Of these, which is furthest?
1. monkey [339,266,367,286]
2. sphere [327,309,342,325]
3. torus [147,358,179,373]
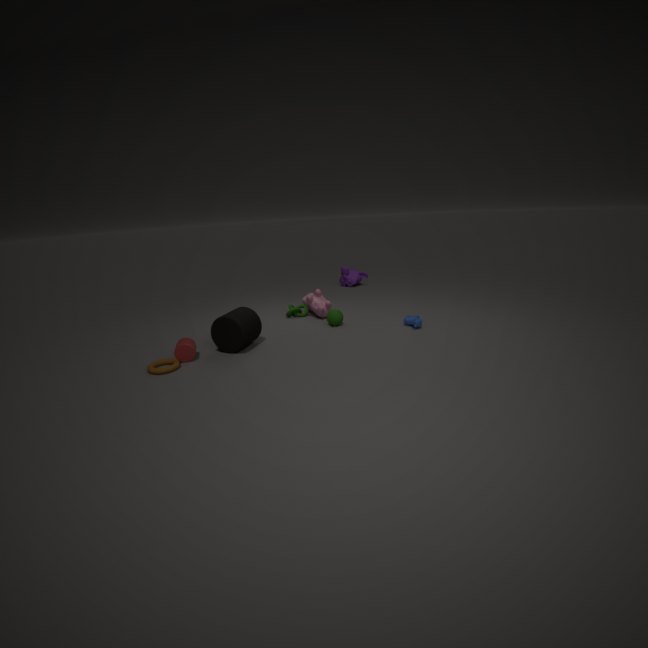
monkey [339,266,367,286]
